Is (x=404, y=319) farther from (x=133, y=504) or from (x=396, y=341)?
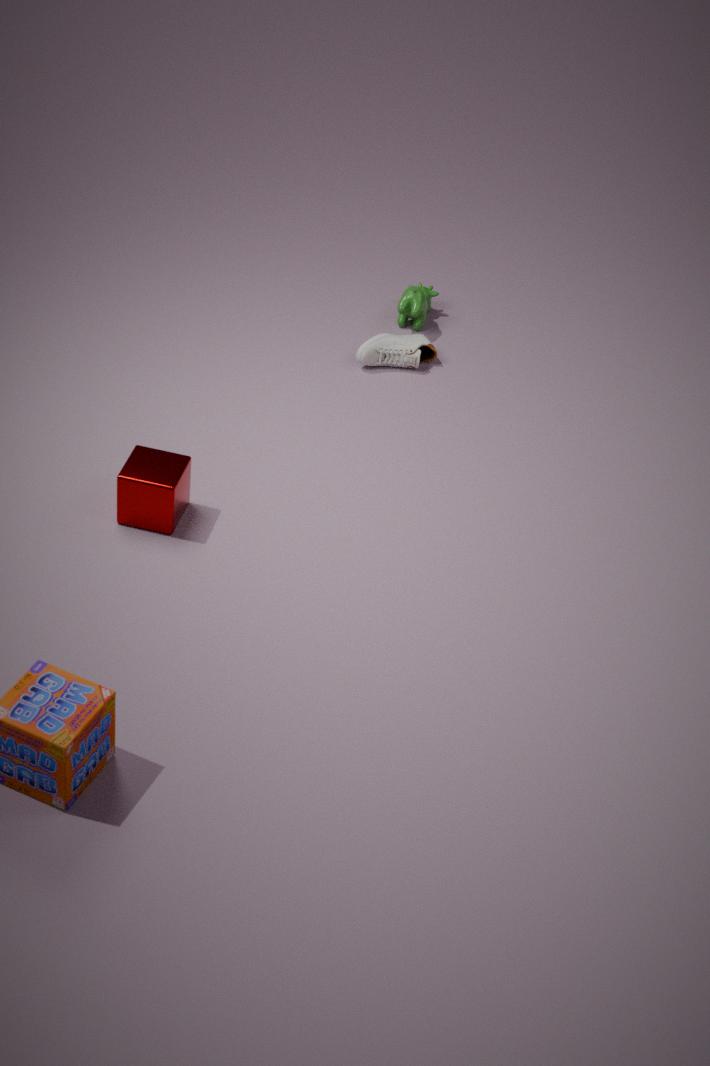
(x=133, y=504)
